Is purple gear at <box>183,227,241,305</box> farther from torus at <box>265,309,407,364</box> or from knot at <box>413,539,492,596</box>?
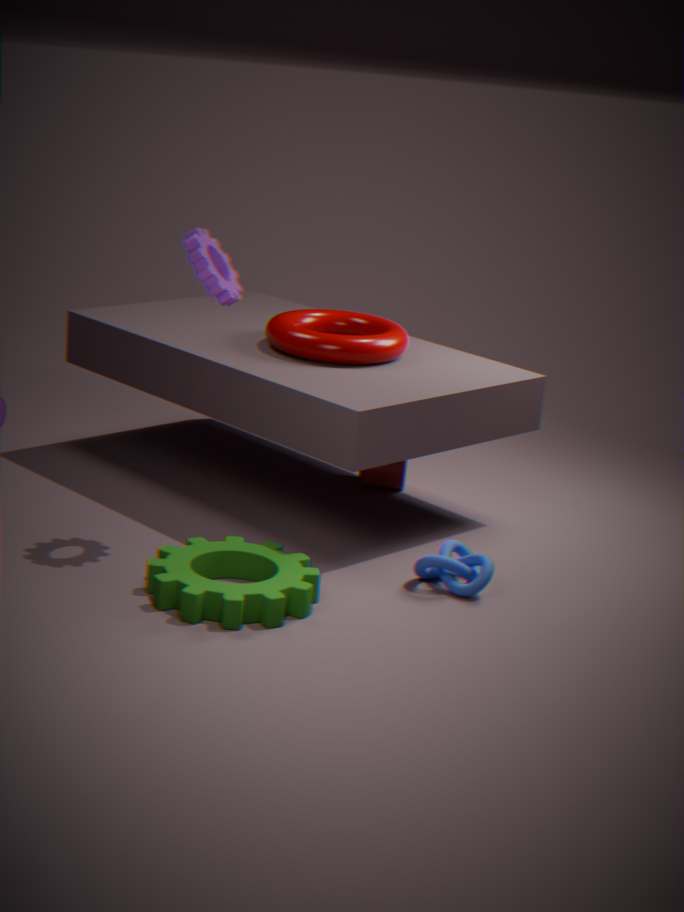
knot at <box>413,539,492,596</box>
